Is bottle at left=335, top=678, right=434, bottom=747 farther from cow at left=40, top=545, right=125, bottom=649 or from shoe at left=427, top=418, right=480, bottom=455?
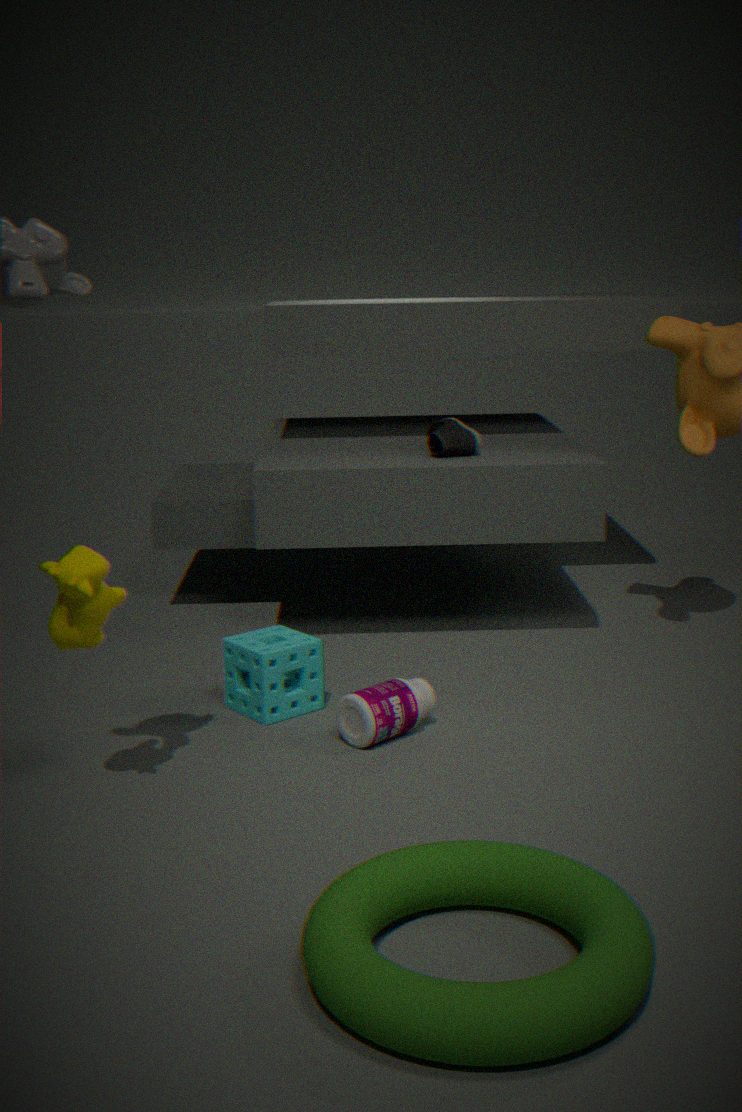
shoe at left=427, top=418, right=480, bottom=455
